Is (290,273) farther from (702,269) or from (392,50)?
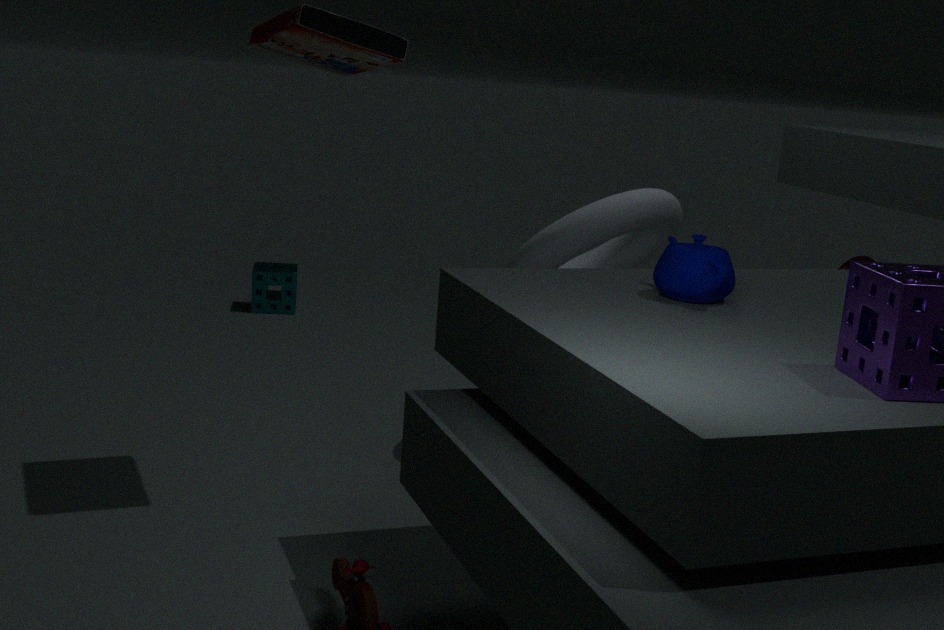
(702,269)
